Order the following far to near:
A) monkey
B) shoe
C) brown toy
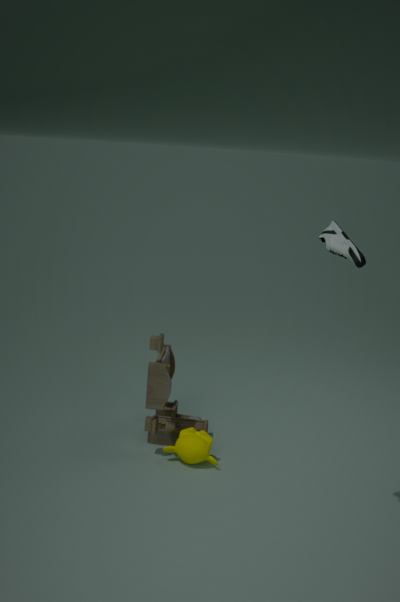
monkey < brown toy < shoe
